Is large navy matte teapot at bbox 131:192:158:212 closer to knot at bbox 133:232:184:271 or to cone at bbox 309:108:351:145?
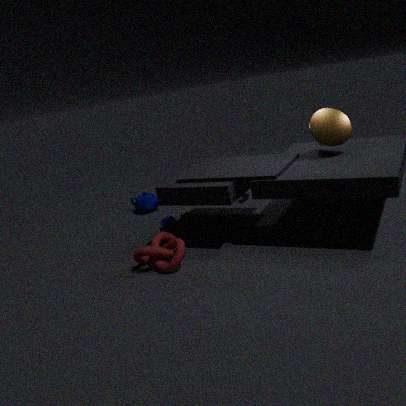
knot at bbox 133:232:184:271
